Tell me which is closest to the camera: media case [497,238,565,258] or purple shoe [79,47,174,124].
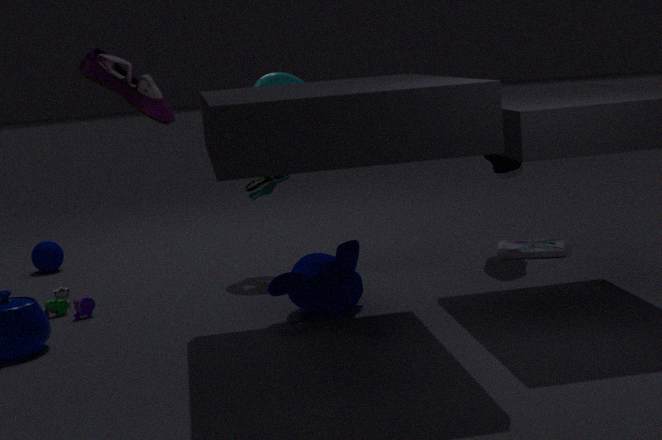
purple shoe [79,47,174,124]
